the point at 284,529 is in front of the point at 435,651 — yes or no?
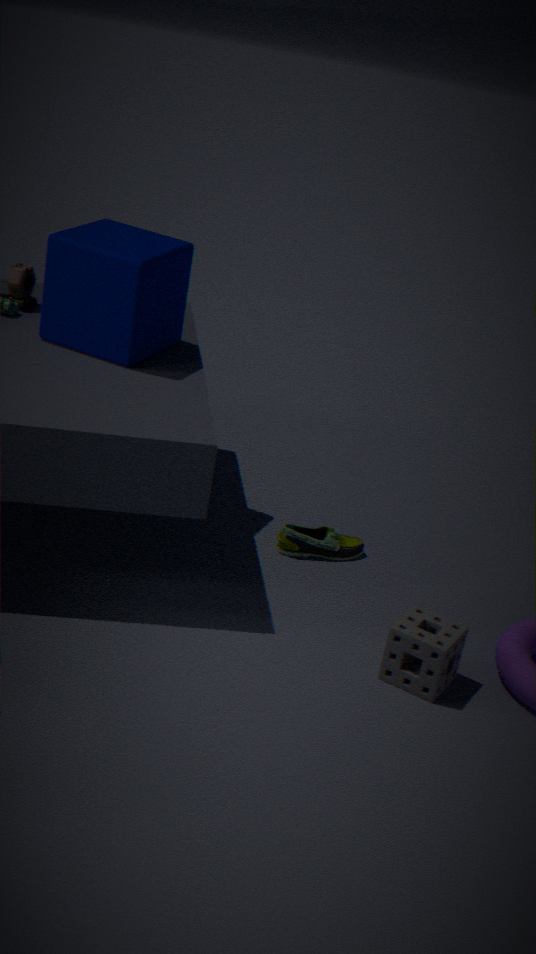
No
